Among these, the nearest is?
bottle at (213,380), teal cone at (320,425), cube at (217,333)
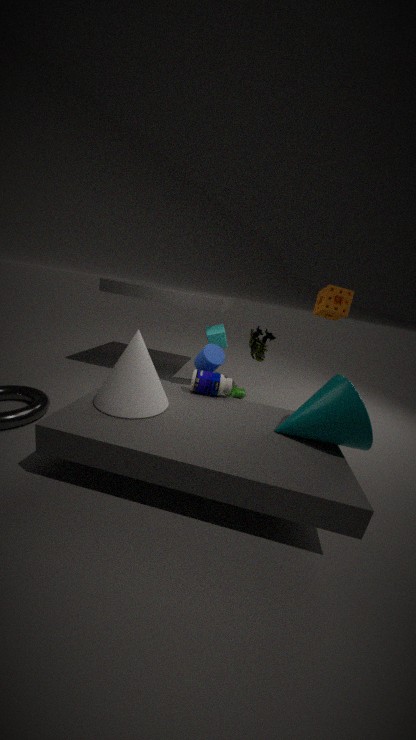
teal cone at (320,425)
